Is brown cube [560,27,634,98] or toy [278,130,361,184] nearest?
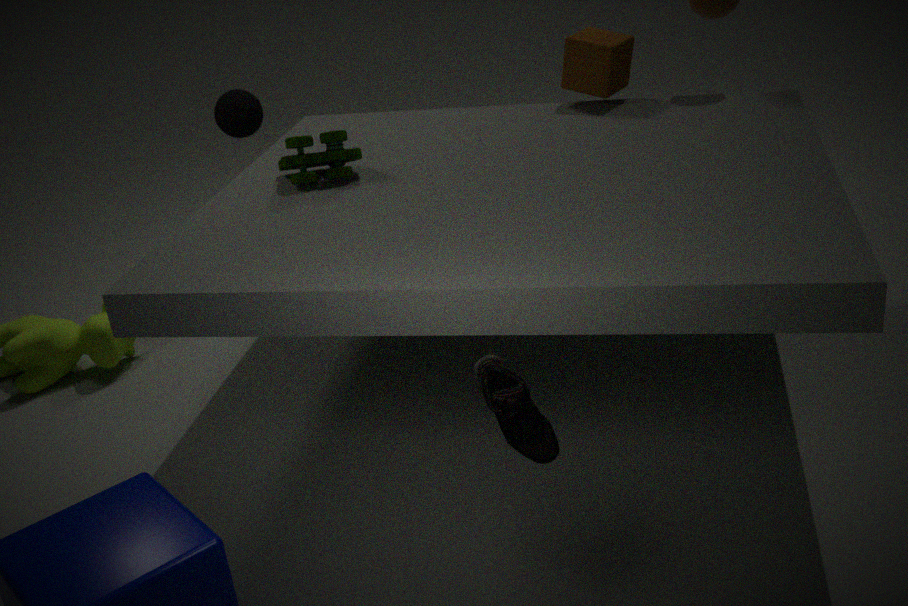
toy [278,130,361,184]
